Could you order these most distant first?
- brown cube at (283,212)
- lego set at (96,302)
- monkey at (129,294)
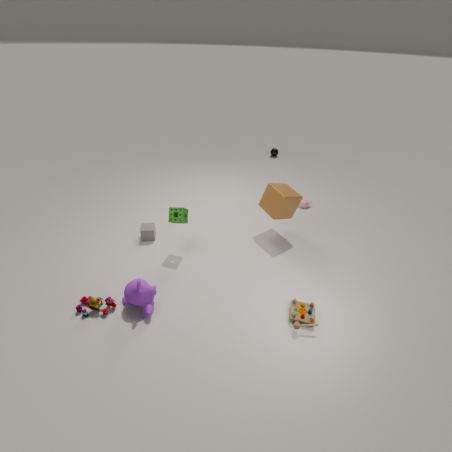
brown cube at (283,212), lego set at (96,302), monkey at (129,294)
